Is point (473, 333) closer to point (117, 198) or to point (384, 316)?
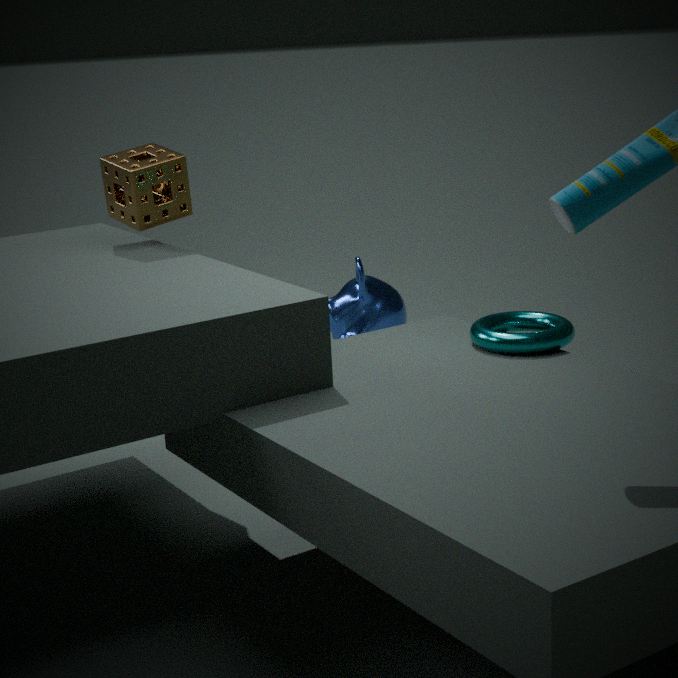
point (117, 198)
